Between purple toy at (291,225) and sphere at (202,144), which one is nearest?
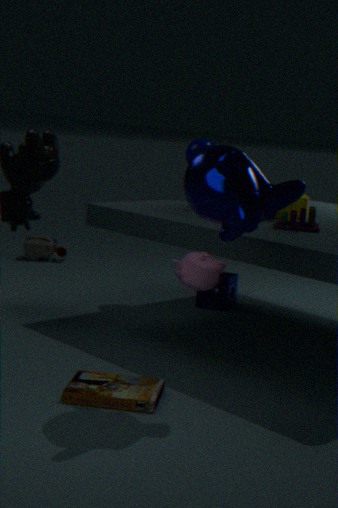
purple toy at (291,225)
